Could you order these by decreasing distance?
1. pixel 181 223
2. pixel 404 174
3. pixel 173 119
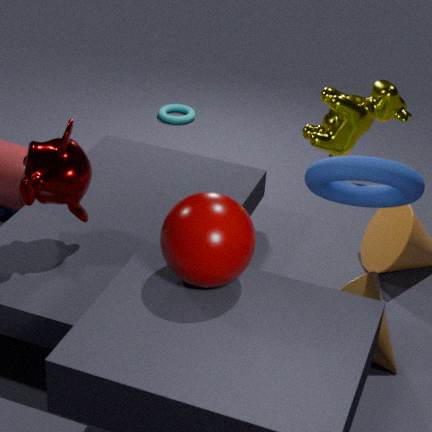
pixel 173 119, pixel 404 174, pixel 181 223
